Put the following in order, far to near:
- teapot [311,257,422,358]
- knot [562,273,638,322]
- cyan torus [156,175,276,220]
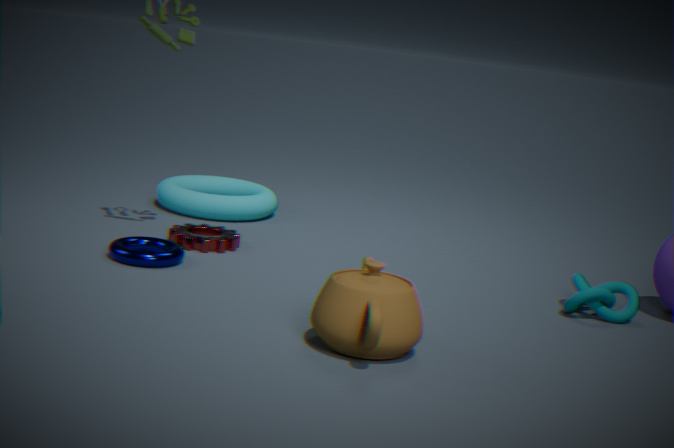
cyan torus [156,175,276,220] → knot [562,273,638,322] → teapot [311,257,422,358]
